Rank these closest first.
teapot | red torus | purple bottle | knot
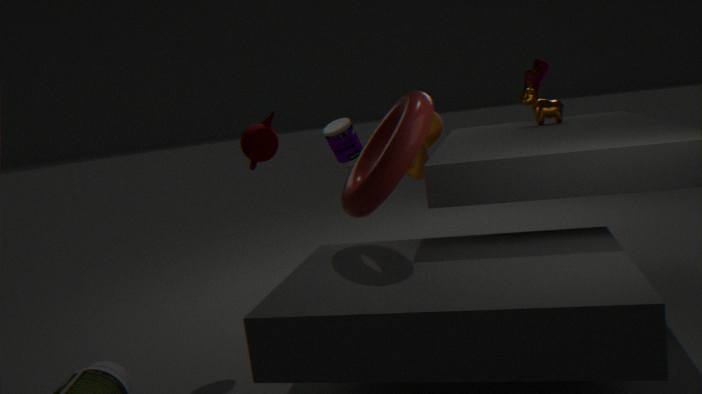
red torus → teapot → purple bottle → knot
